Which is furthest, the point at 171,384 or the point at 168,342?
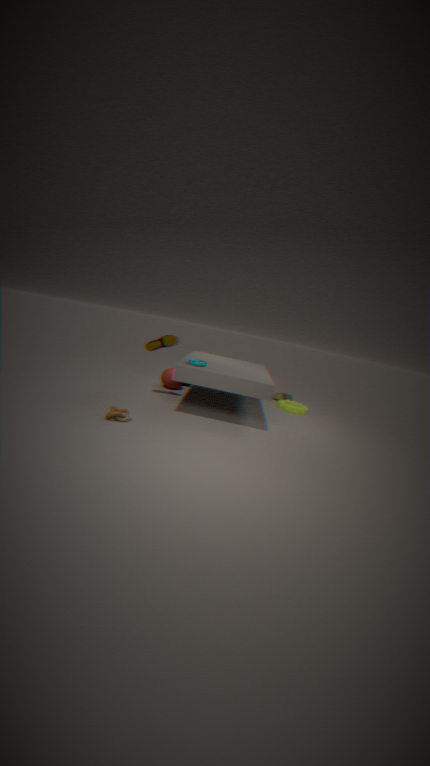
the point at 171,384
